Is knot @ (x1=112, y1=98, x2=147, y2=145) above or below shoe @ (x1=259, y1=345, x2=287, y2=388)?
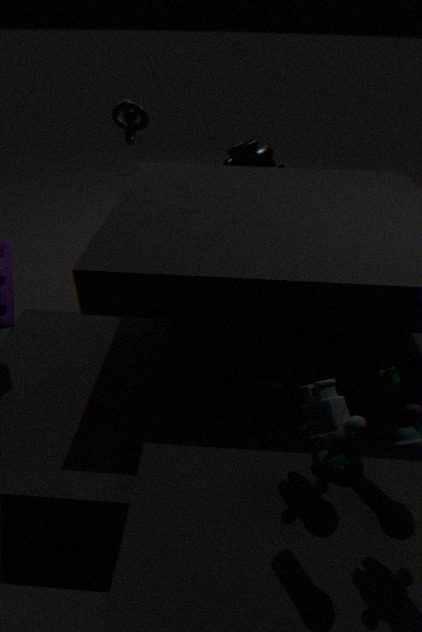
above
